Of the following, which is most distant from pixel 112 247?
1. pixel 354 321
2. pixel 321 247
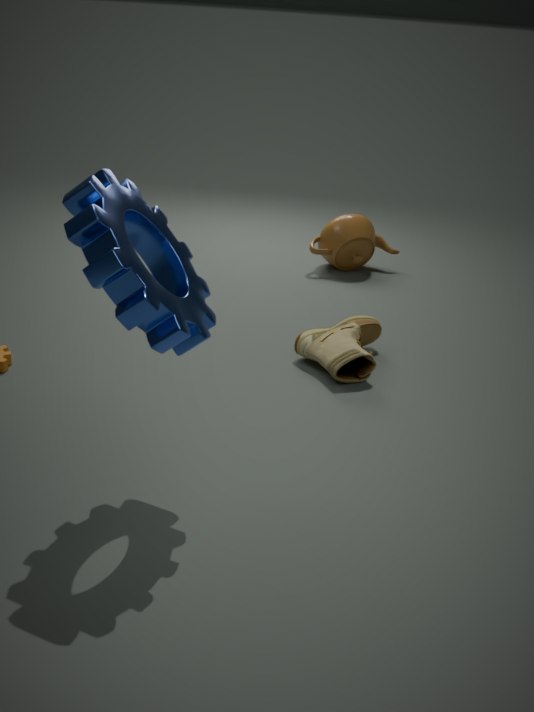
pixel 321 247
